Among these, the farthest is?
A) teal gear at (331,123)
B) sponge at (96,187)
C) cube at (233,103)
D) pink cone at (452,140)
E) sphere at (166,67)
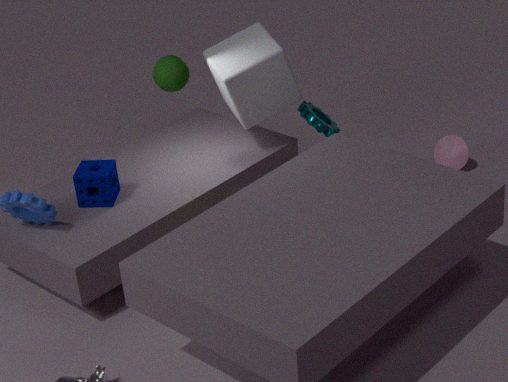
pink cone at (452,140)
